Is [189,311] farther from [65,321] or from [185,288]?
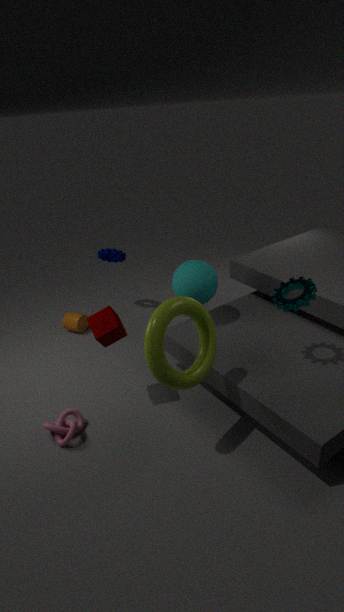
[65,321]
